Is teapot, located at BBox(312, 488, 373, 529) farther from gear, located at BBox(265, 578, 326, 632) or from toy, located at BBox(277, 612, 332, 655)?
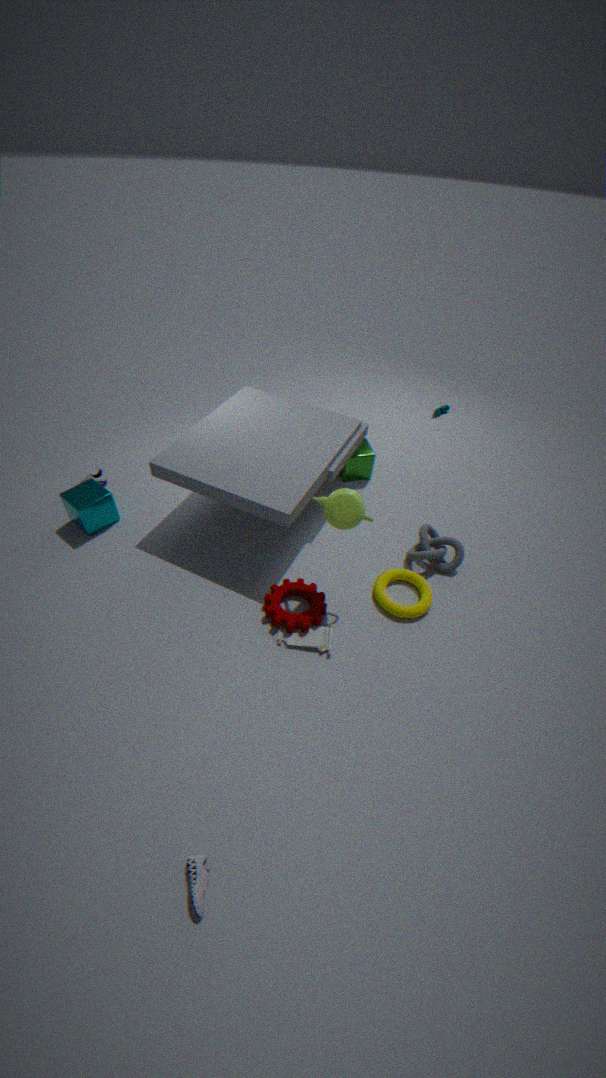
toy, located at BBox(277, 612, 332, 655)
